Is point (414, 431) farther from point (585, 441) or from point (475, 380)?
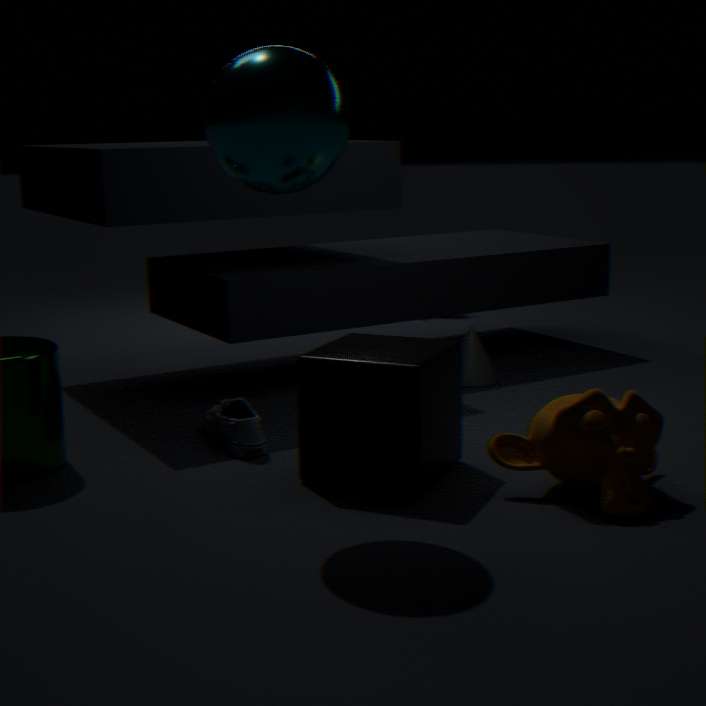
point (475, 380)
